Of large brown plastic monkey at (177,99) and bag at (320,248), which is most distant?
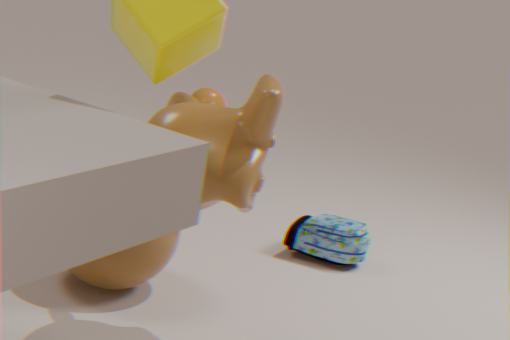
bag at (320,248)
